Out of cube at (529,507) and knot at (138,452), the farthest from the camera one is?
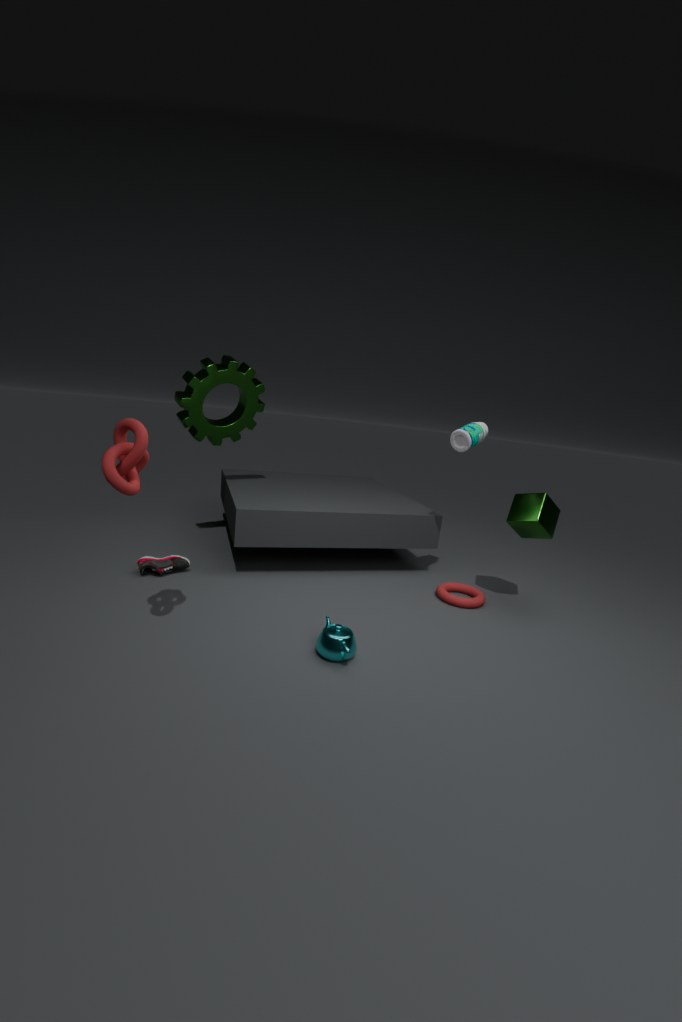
cube at (529,507)
